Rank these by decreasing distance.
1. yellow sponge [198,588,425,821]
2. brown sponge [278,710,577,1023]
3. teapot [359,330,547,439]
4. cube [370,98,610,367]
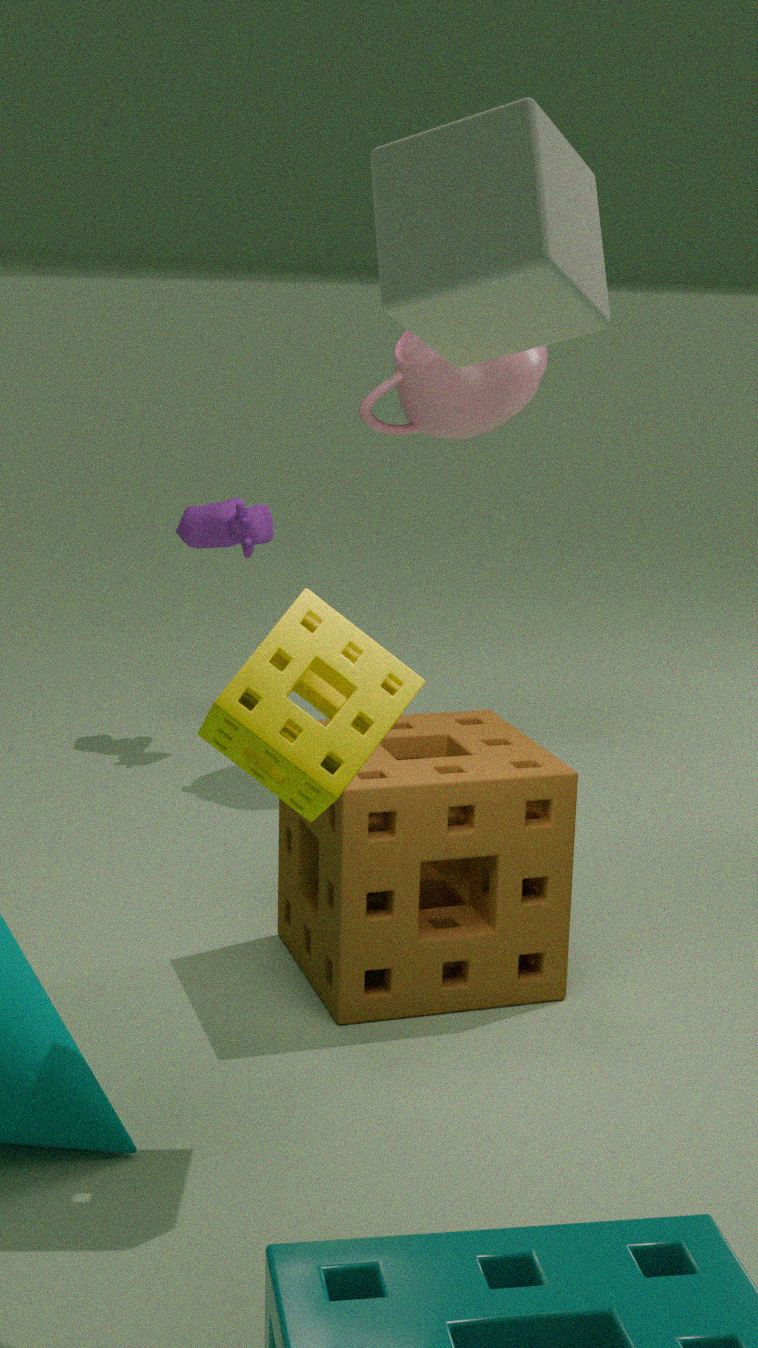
1. teapot [359,330,547,439]
2. brown sponge [278,710,577,1023]
3. yellow sponge [198,588,425,821]
4. cube [370,98,610,367]
